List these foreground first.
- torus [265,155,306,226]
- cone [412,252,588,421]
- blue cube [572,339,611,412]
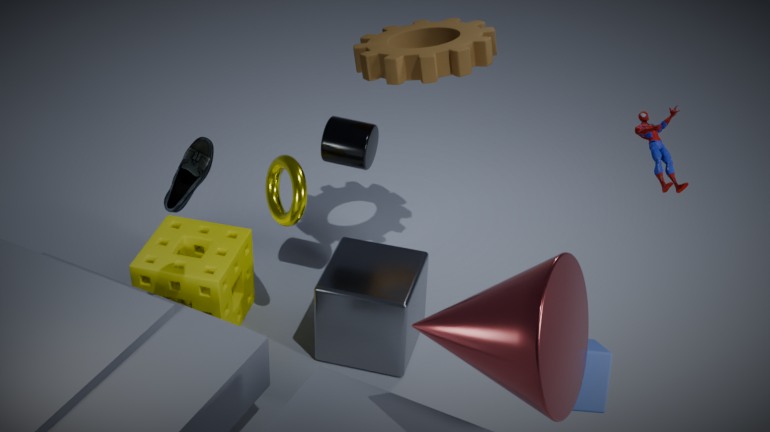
1. cone [412,252,588,421]
2. blue cube [572,339,611,412]
3. torus [265,155,306,226]
